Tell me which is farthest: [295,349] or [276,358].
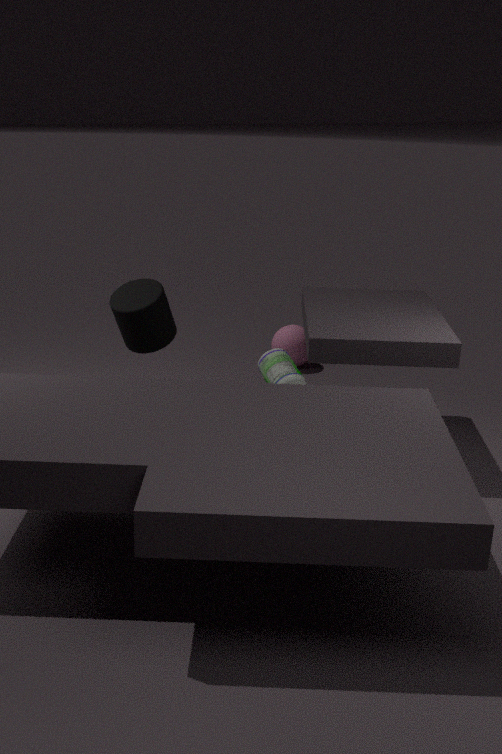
[295,349]
